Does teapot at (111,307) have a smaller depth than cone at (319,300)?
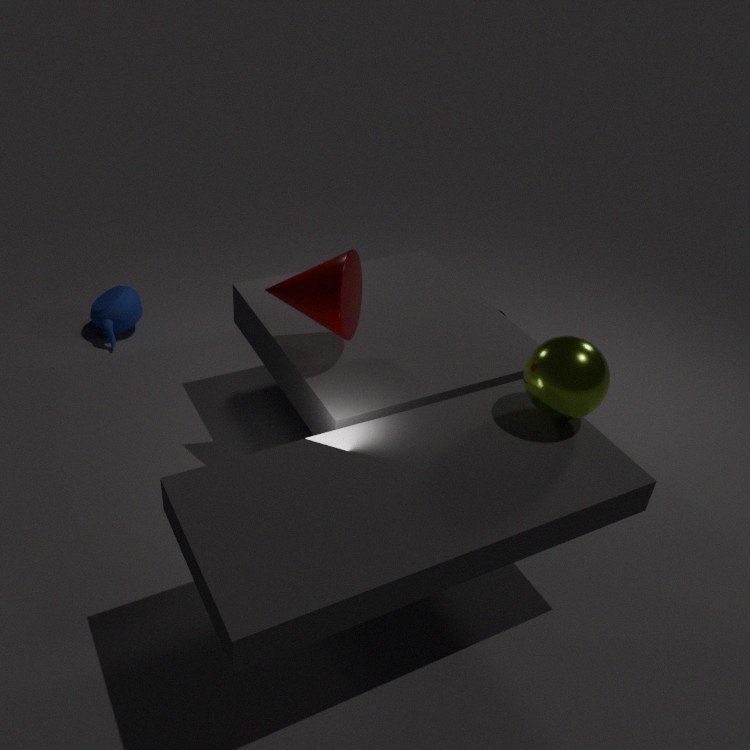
No
